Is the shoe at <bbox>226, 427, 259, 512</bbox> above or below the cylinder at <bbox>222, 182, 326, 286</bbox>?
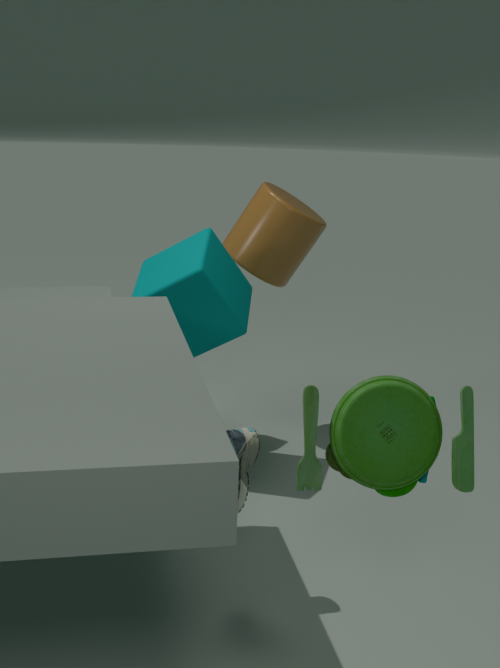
below
